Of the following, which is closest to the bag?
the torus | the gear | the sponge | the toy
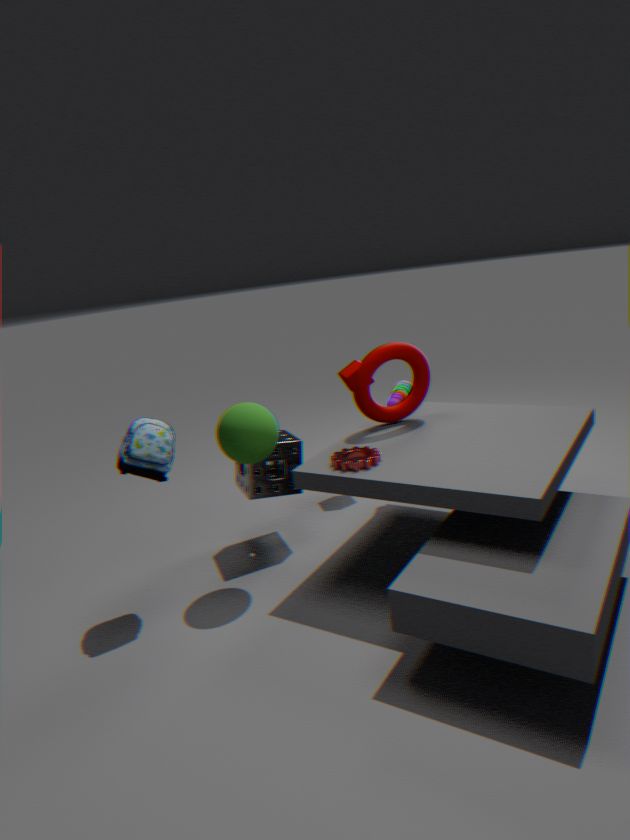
the sponge
